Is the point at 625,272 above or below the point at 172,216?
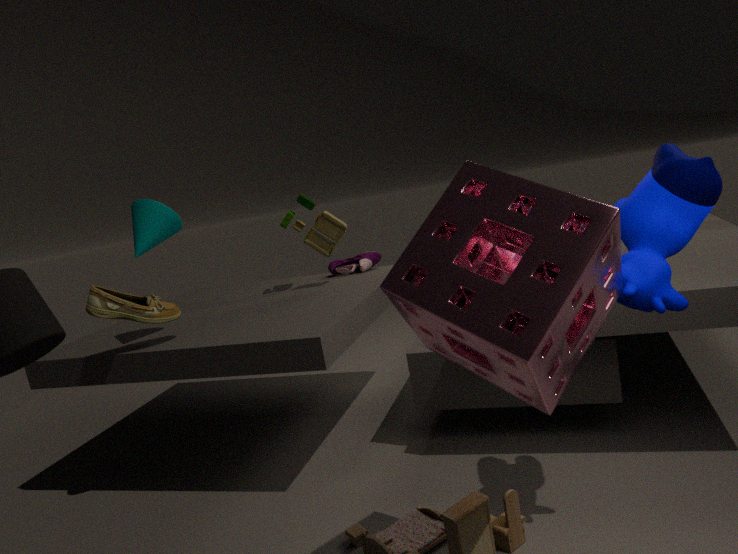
below
